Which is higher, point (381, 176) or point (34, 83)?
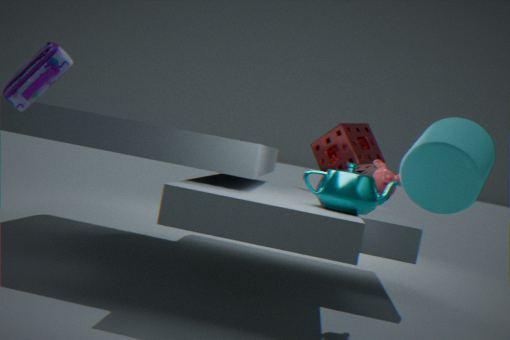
point (34, 83)
